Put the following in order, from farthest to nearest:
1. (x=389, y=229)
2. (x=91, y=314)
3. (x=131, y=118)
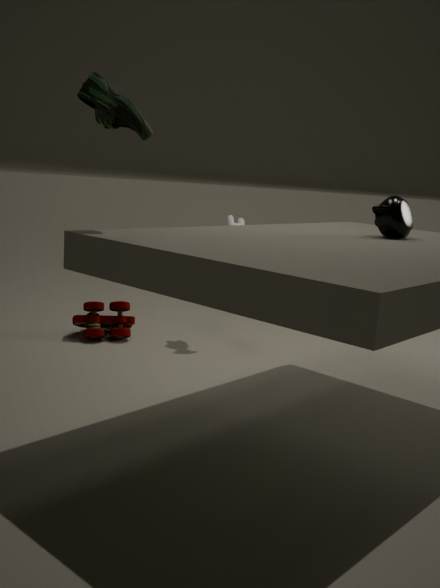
(x=91, y=314) < (x=389, y=229) < (x=131, y=118)
